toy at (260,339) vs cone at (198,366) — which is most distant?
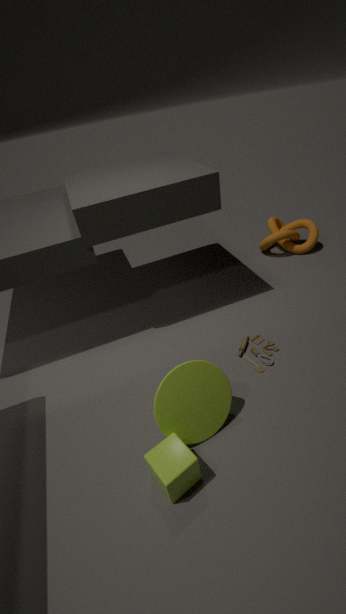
toy at (260,339)
